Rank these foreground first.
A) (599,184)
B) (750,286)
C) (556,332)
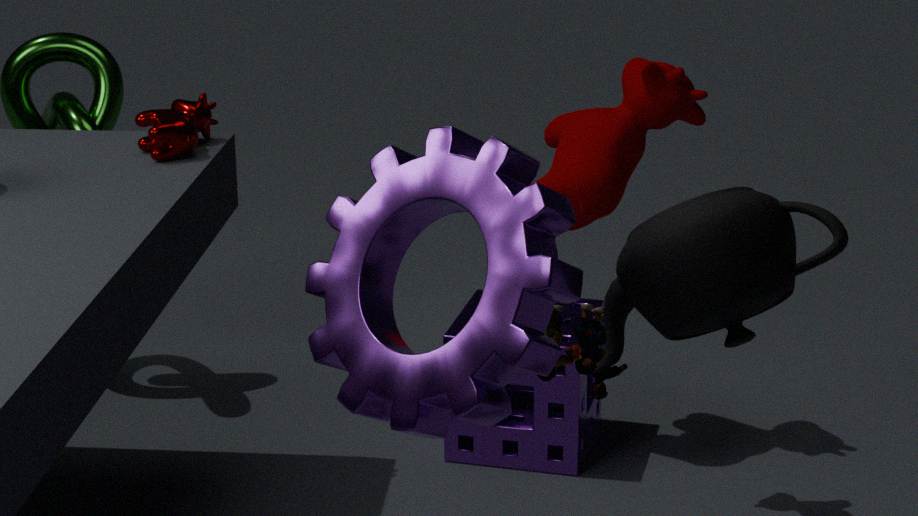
(750,286) → (556,332) → (599,184)
